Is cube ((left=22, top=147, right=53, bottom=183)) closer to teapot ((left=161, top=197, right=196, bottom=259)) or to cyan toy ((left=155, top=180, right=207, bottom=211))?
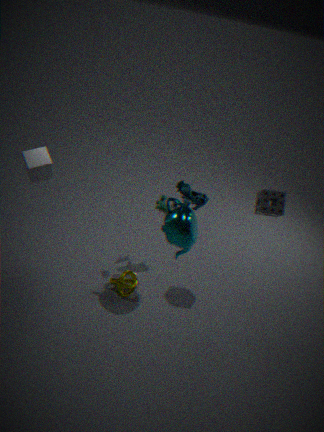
cyan toy ((left=155, top=180, right=207, bottom=211))
